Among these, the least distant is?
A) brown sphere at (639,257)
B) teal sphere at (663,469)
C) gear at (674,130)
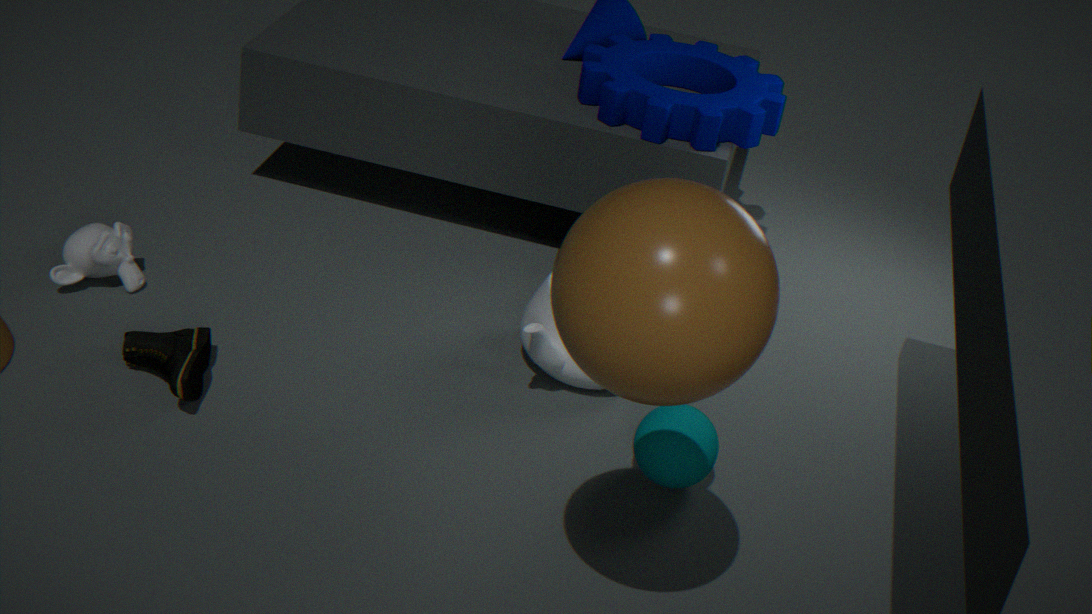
brown sphere at (639,257)
